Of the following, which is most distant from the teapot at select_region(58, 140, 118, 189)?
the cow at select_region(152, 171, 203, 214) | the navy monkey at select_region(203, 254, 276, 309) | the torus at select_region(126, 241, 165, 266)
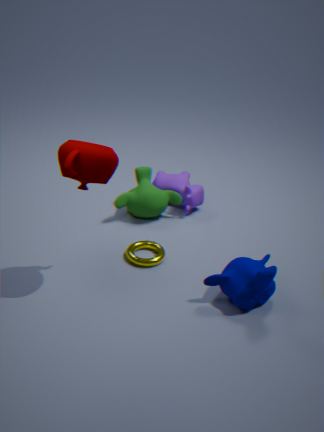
the cow at select_region(152, 171, 203, 214)
